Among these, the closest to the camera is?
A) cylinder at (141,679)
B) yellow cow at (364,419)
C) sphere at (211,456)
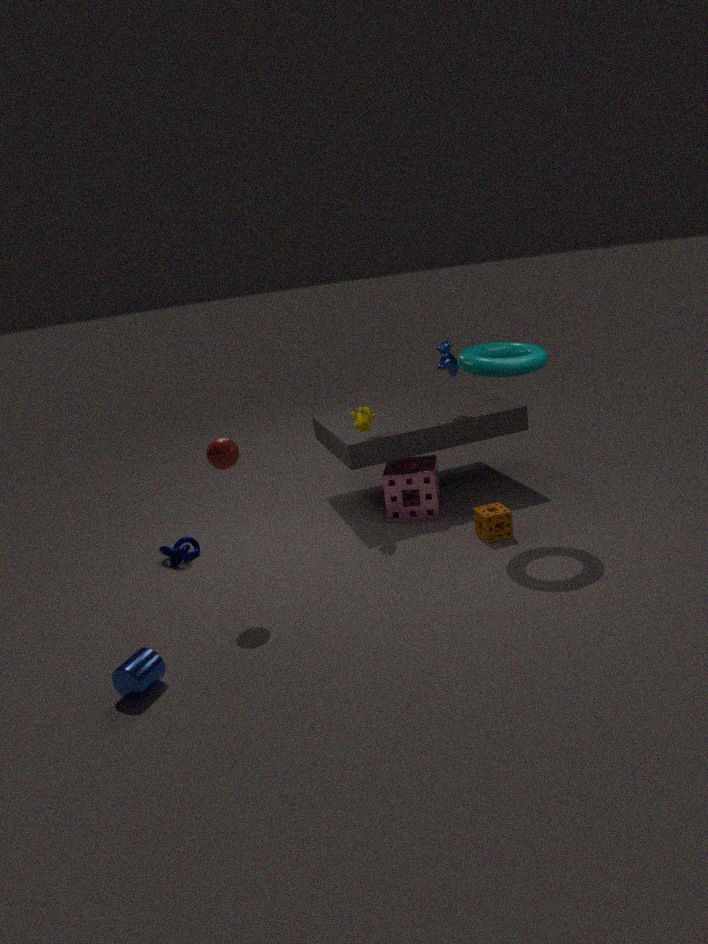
cylinder at (141,679)
